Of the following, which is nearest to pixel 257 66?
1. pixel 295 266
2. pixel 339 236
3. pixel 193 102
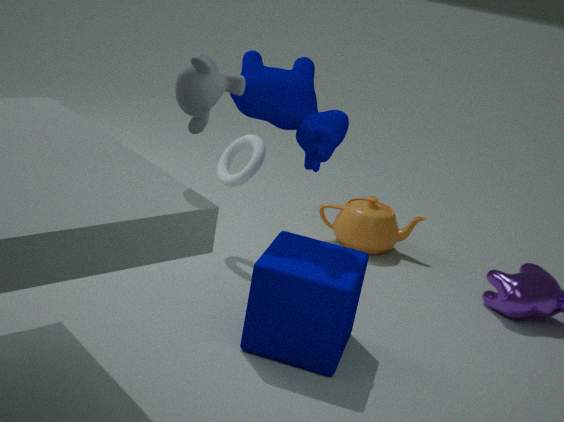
pixel 295 266
